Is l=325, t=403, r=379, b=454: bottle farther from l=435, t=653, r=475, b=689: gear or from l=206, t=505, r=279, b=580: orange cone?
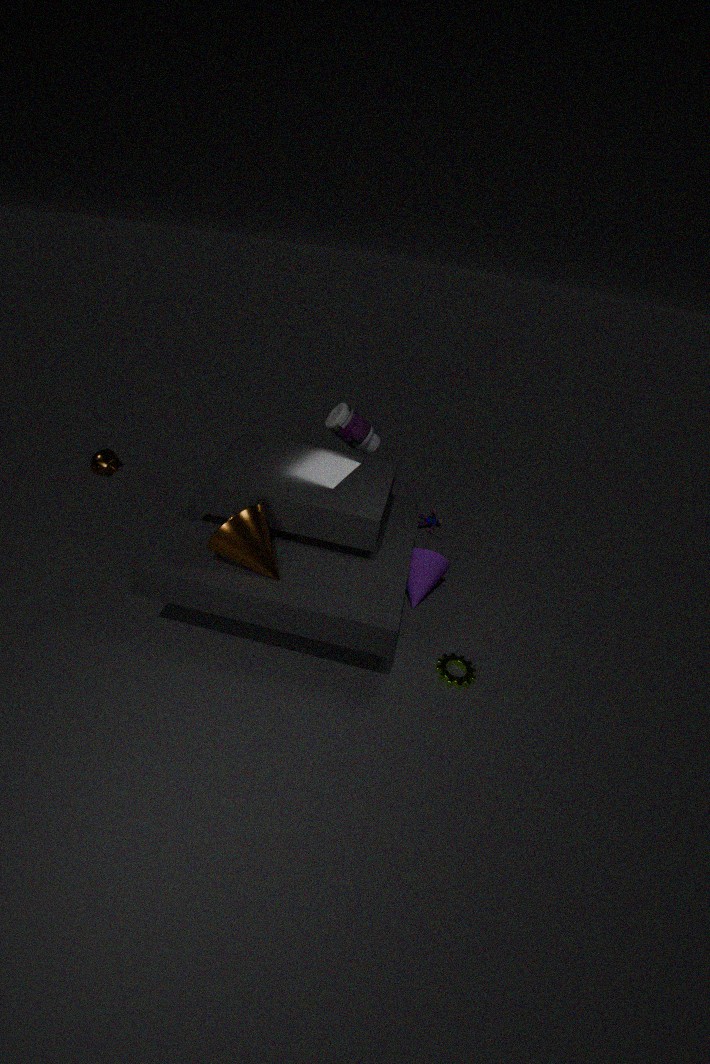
l=435, t=653, r=475, b=689: gear
